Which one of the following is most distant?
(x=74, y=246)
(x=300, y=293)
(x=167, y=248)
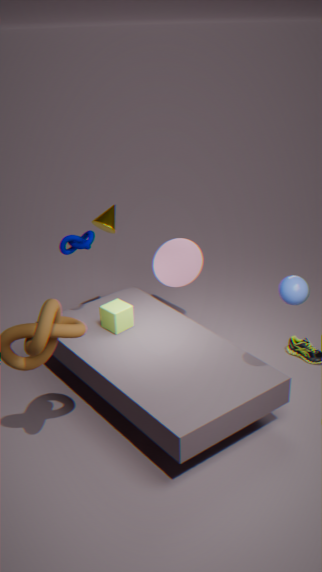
(x=167, y=248)
